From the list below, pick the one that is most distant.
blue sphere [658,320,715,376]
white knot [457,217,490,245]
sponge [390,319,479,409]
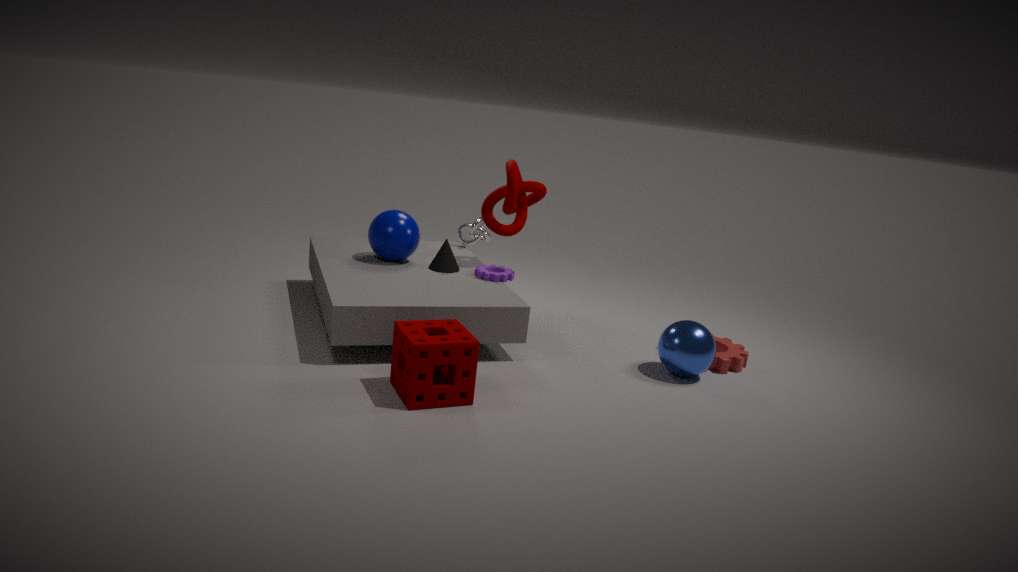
white knot [457,217,490,245]
